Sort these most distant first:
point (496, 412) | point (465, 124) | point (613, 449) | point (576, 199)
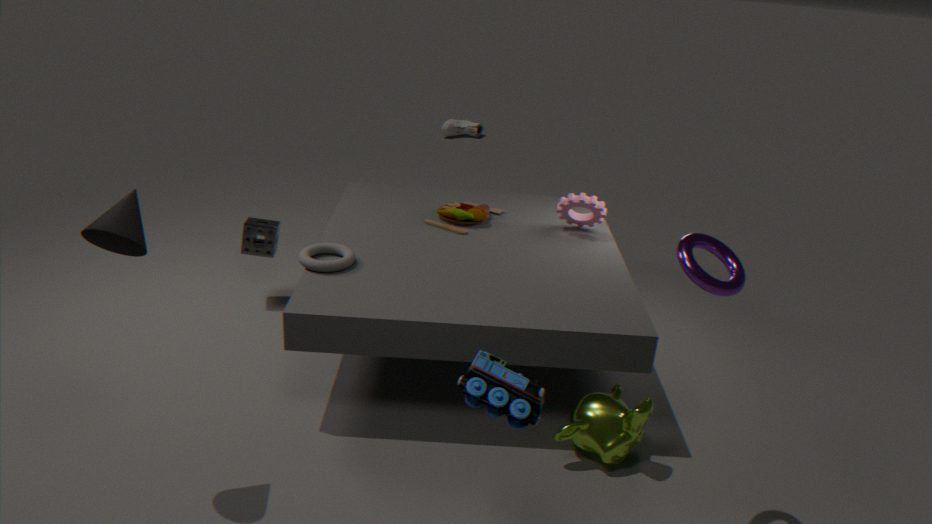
point (465, 124) < point (576, 199) < point (613, 449) < point (496, 412)
